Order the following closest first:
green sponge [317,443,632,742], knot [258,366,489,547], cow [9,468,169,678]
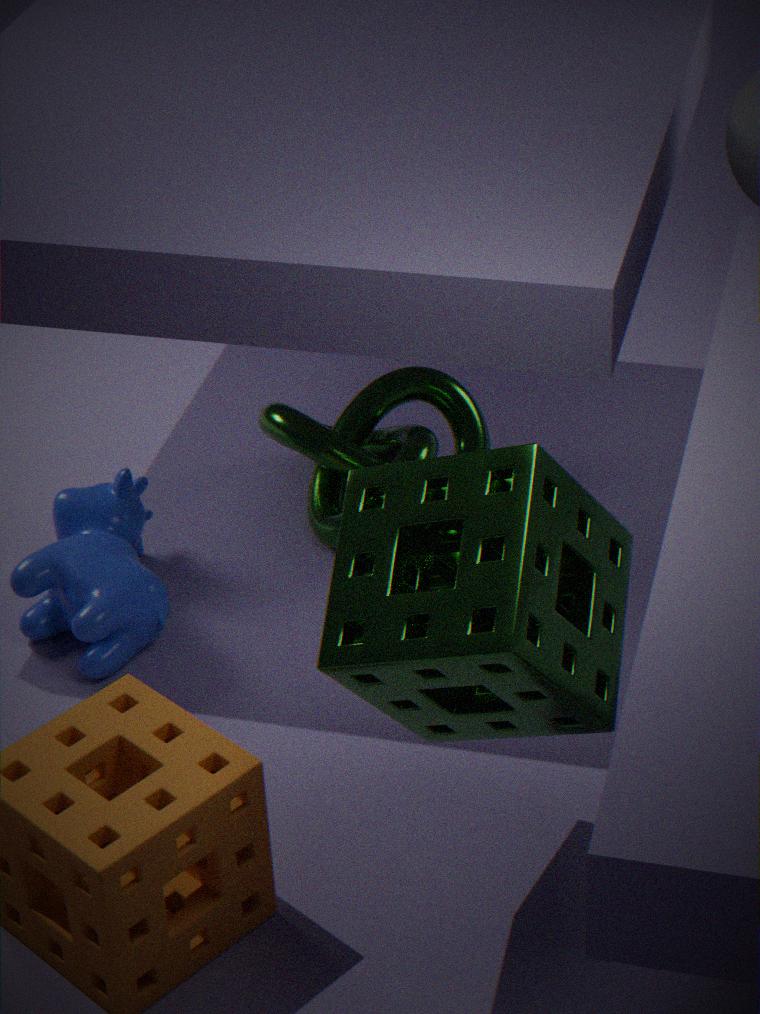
1. green sponge [317,443,632,742]
2. cow [9,468,169,678]
3. knot [258,366,489,547]
